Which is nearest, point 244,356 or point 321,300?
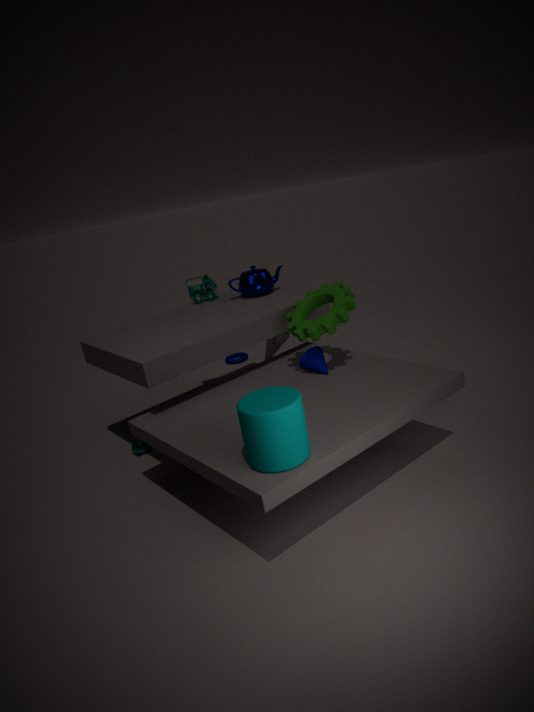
point 321,300
